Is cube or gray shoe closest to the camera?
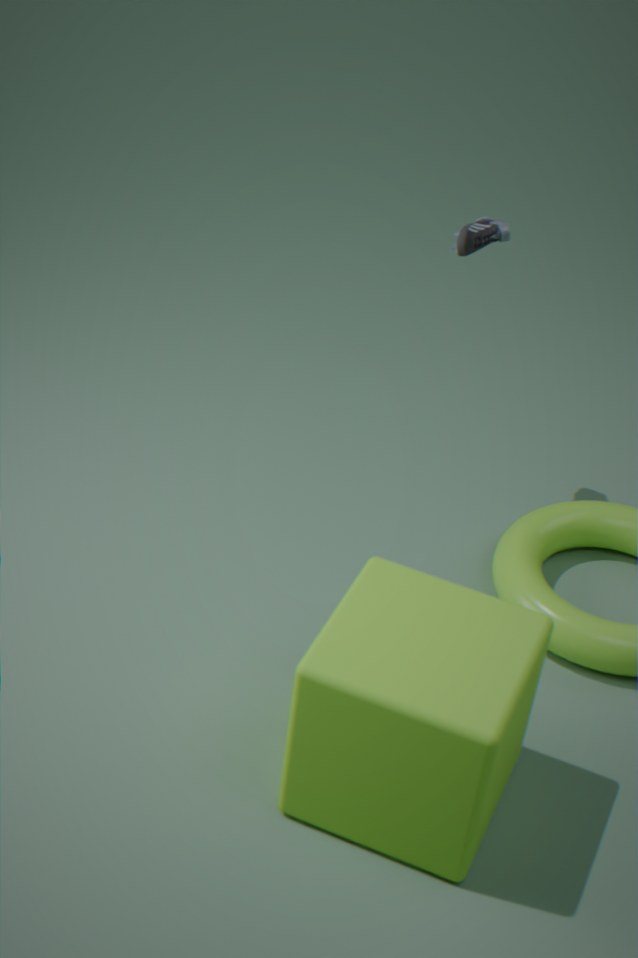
cube
